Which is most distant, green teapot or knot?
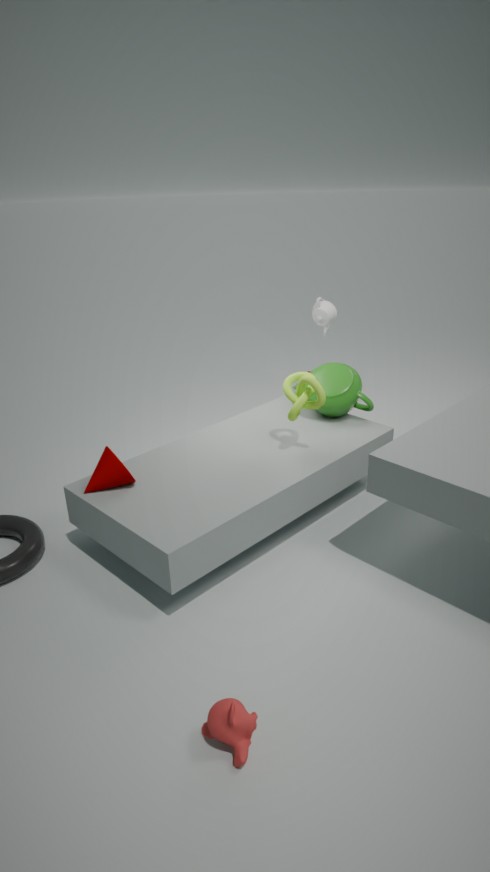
green teapot
